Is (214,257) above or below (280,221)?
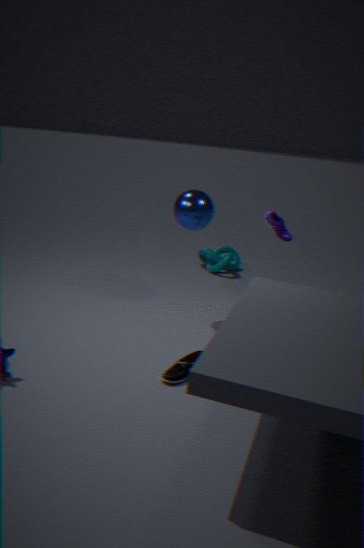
below
